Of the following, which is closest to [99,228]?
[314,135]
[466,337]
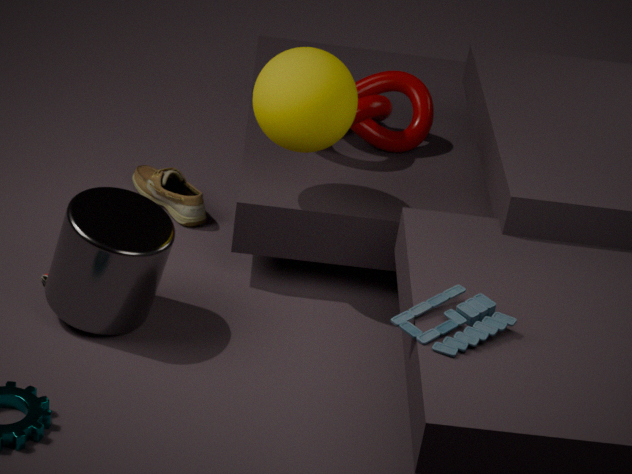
[314,135]
